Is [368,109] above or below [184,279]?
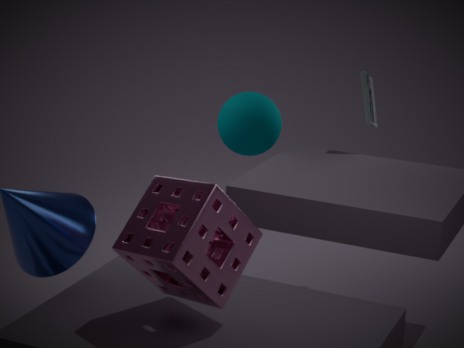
above
